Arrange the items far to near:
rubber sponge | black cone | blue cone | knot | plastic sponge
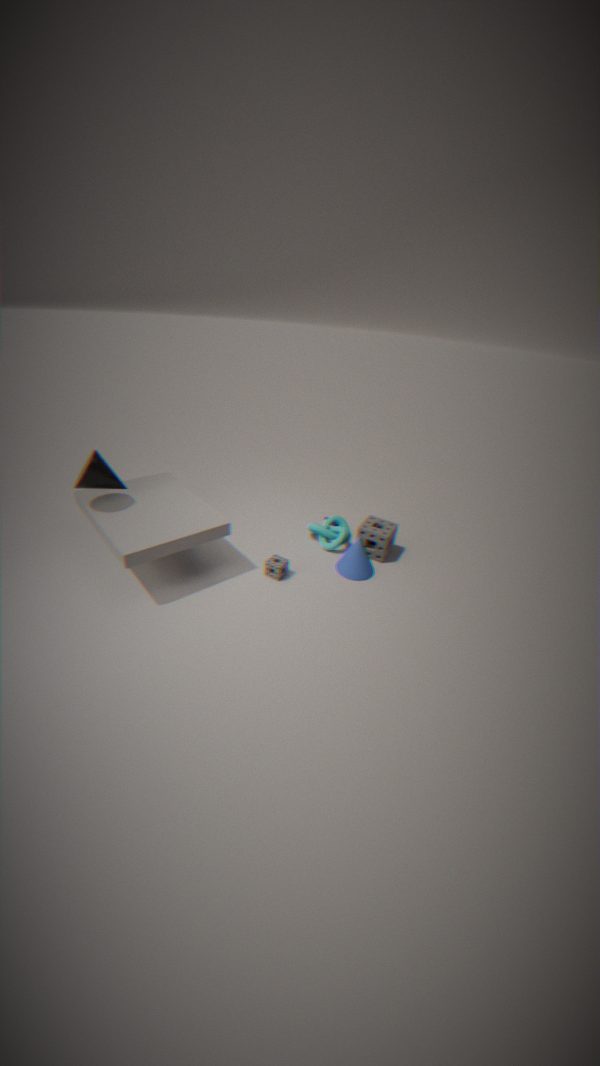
knot → rubber sponge → blue cone → plastic sponge → black cone
